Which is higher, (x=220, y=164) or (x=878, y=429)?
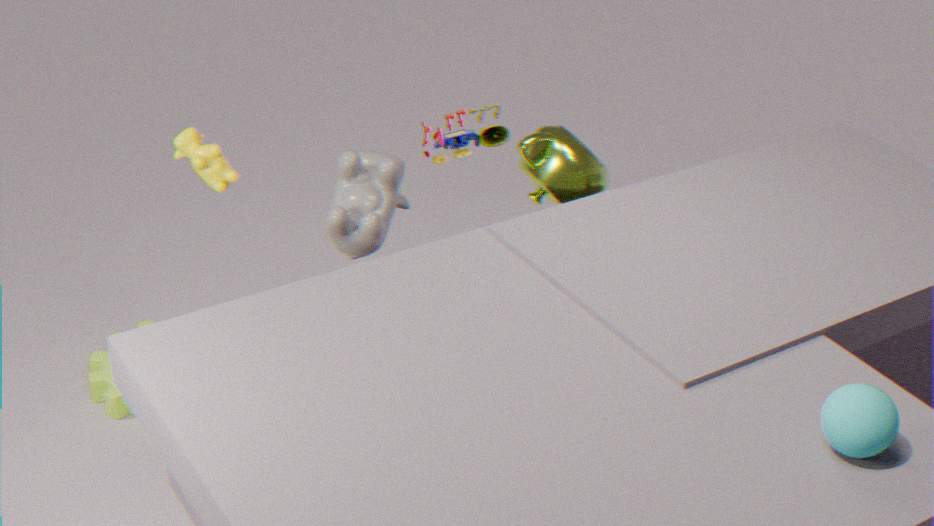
(x=220, y=164)
